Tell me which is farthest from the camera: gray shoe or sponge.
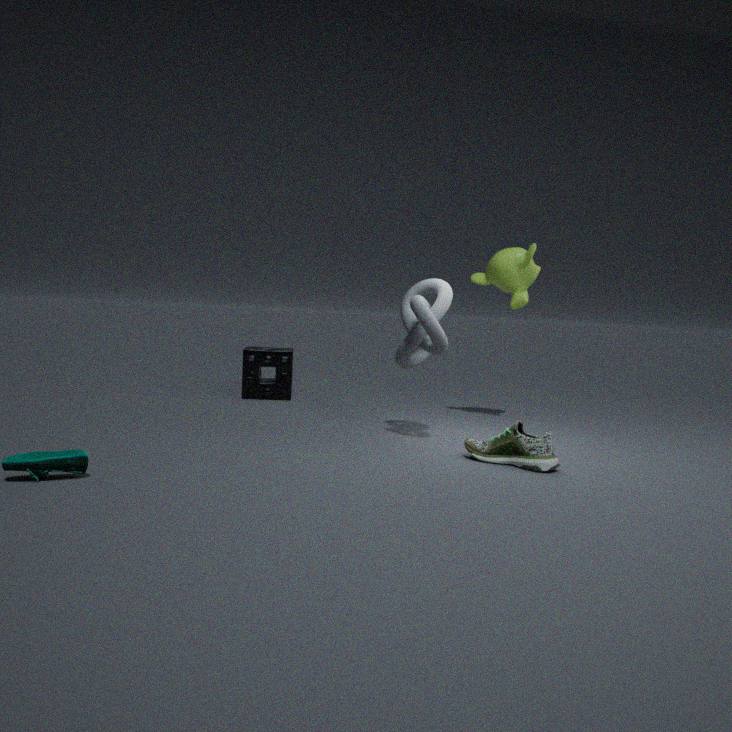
sponge
